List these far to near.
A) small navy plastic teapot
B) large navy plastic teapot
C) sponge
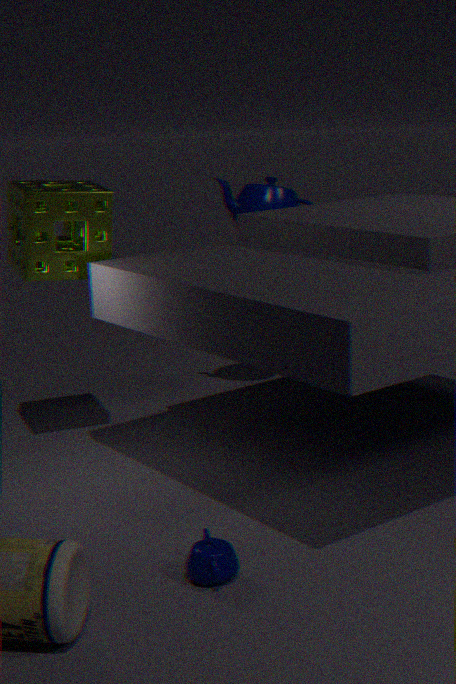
1. large navy plastic teapot
2. sponge
3. small navy plastic teapot
